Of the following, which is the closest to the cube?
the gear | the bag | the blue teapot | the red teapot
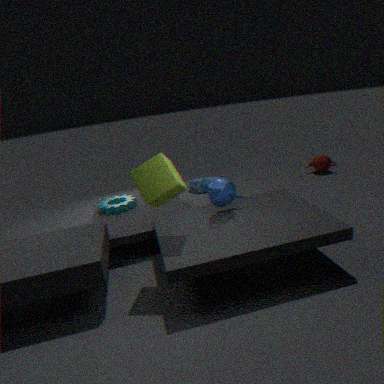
the blue teapot
